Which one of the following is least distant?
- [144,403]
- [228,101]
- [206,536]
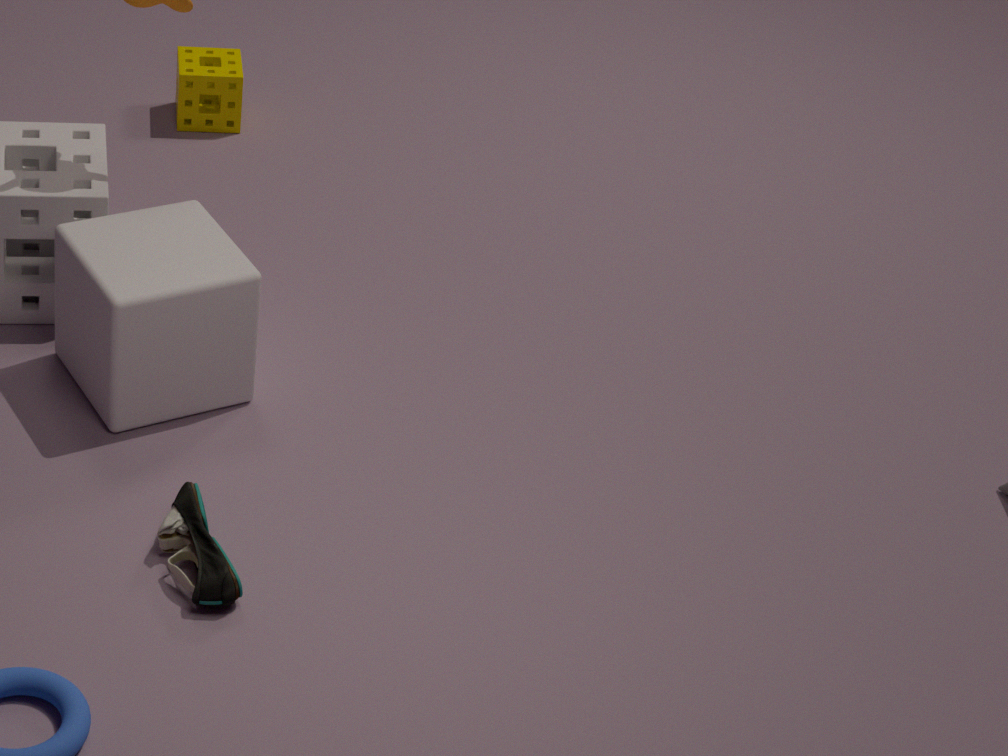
[206,536]
